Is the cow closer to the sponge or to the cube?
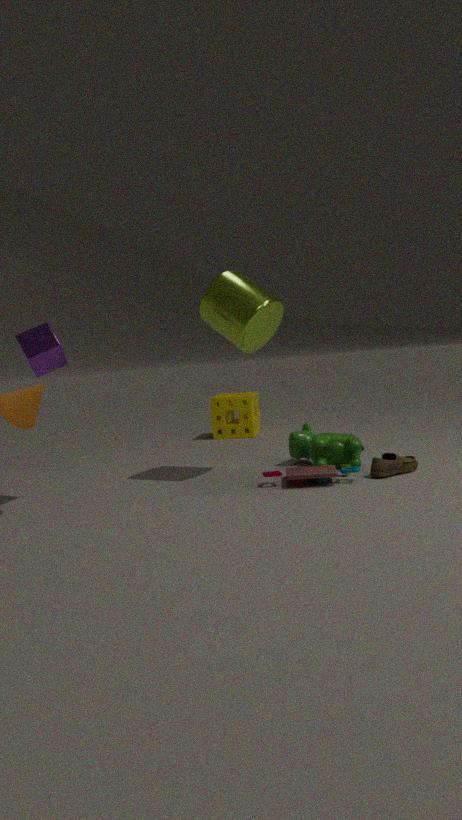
the sponge
